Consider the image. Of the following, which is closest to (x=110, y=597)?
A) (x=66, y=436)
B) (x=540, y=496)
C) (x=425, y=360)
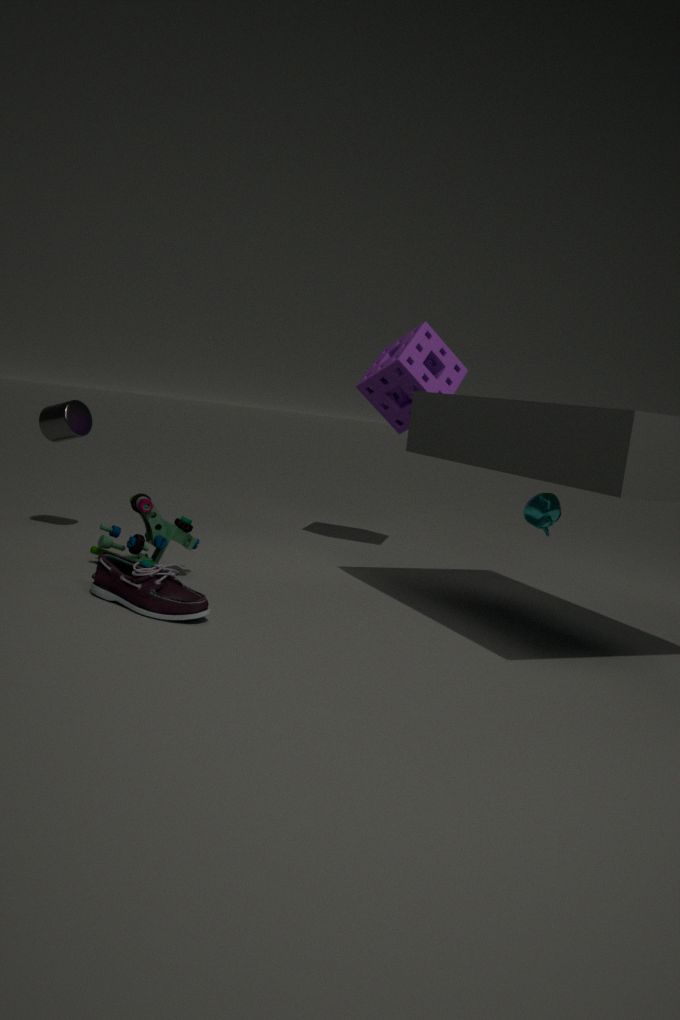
(x=66, y=436)
